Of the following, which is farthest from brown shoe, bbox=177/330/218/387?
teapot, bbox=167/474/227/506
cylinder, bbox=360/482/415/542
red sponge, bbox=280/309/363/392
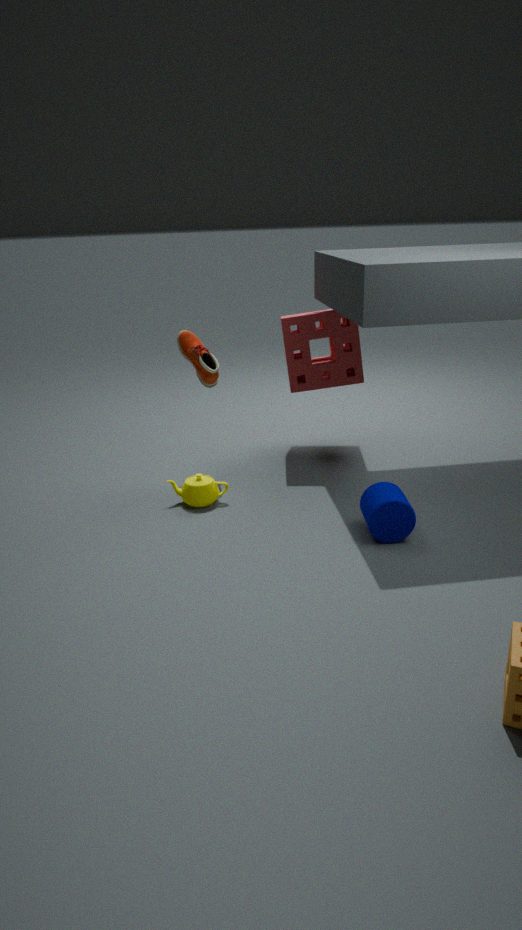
cylinder, bbox=360/482/415/542
